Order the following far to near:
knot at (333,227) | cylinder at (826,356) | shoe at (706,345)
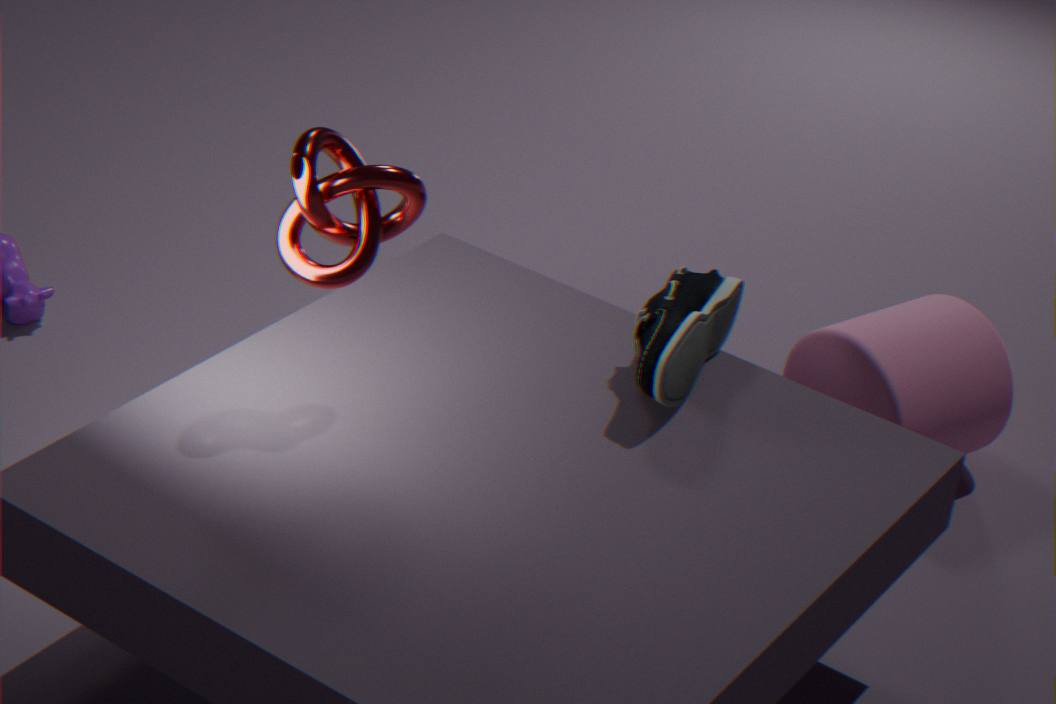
1. cylinder at (826,356)
2. shoe at (706,345)
3. knot at (333,227)
